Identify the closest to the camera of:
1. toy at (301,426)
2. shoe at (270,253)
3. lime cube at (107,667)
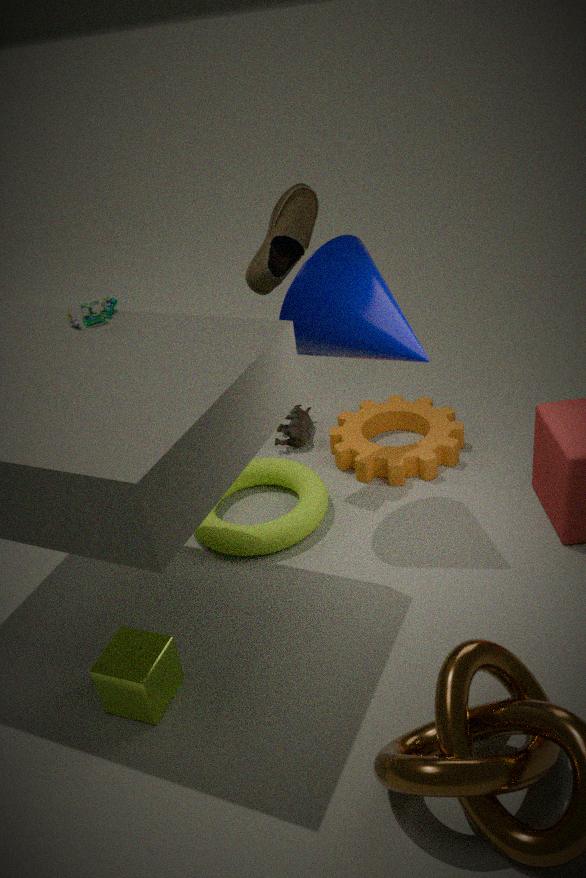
lime cube at (107,667)
